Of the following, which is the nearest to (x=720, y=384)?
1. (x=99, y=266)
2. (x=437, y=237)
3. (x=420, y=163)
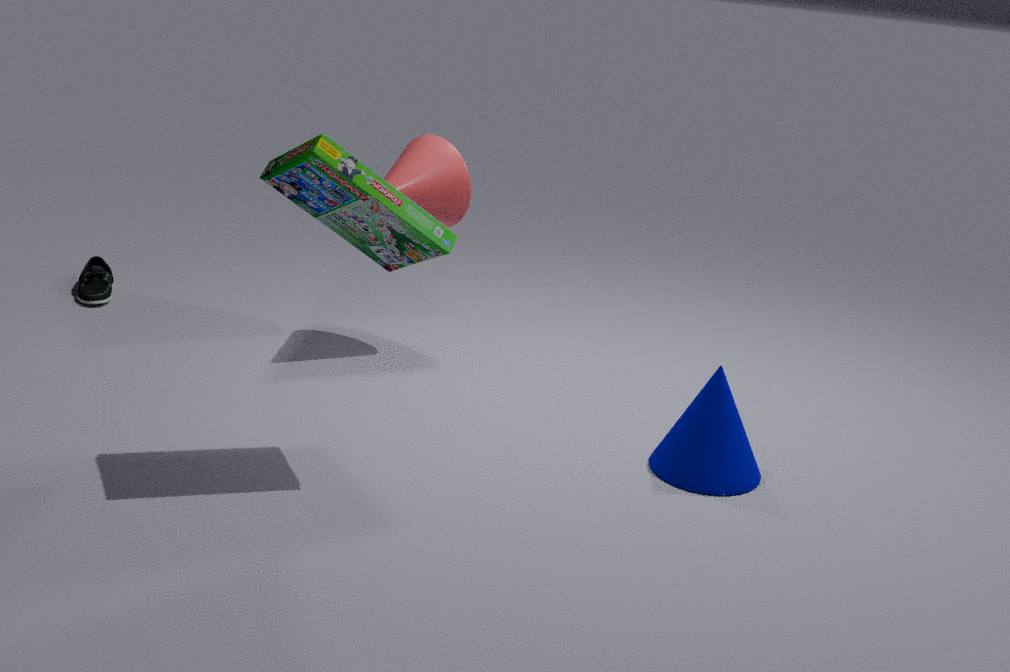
(x=437, y=237)
